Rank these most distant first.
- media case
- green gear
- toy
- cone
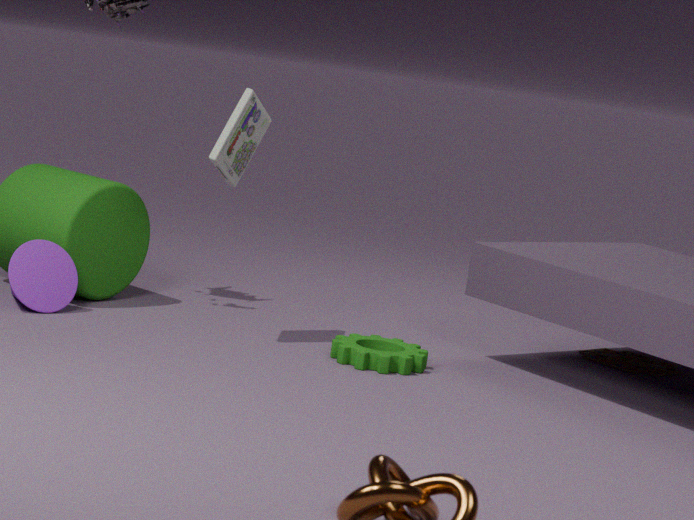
1. toy
2. cone
3. media case
4. green gear
